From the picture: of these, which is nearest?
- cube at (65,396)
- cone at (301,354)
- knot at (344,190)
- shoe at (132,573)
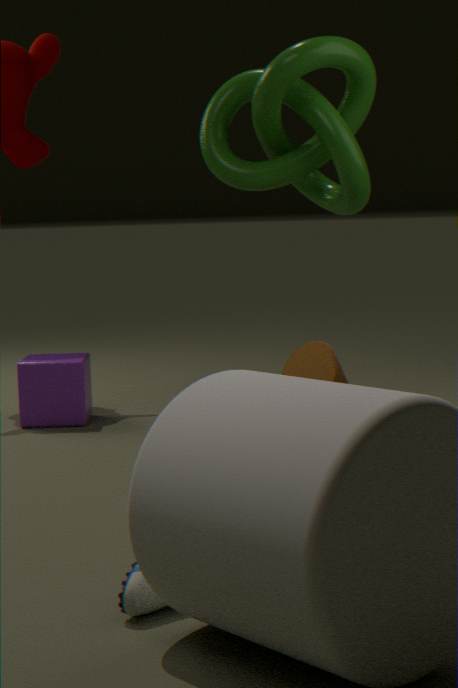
shoe at (132,573)
